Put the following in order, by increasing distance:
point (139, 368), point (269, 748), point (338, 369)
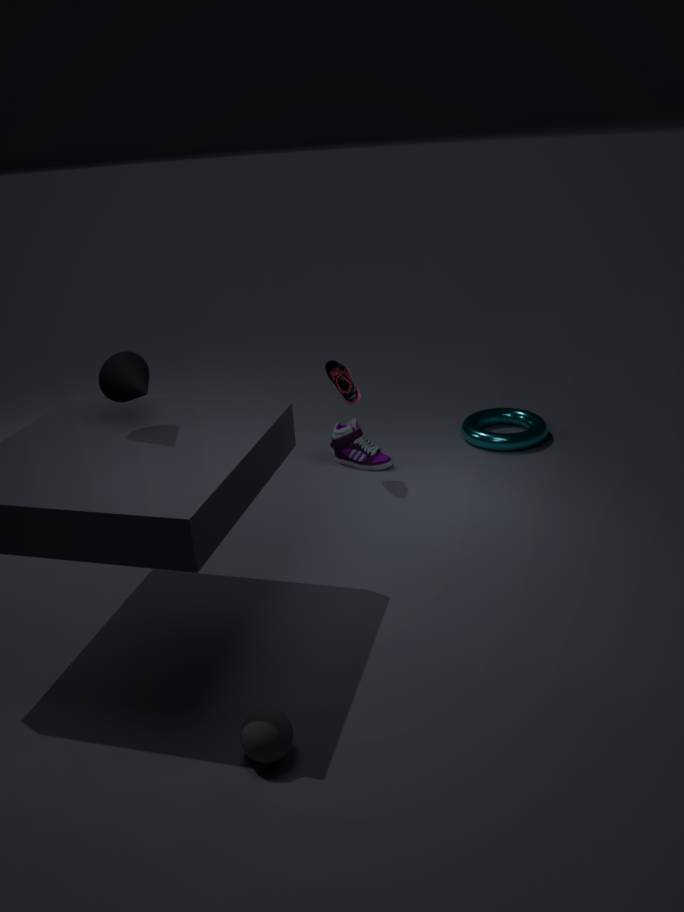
point (269, 748), point (139, 368), point (338, 369)
